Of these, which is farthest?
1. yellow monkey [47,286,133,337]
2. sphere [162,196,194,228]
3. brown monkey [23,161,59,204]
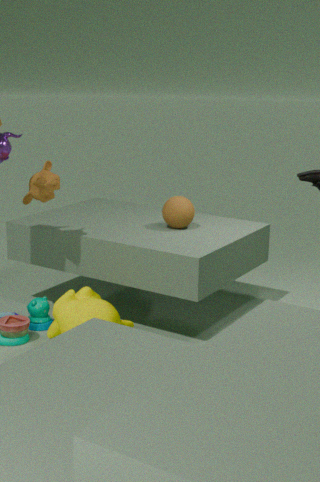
sphere [162,196,194,228]
